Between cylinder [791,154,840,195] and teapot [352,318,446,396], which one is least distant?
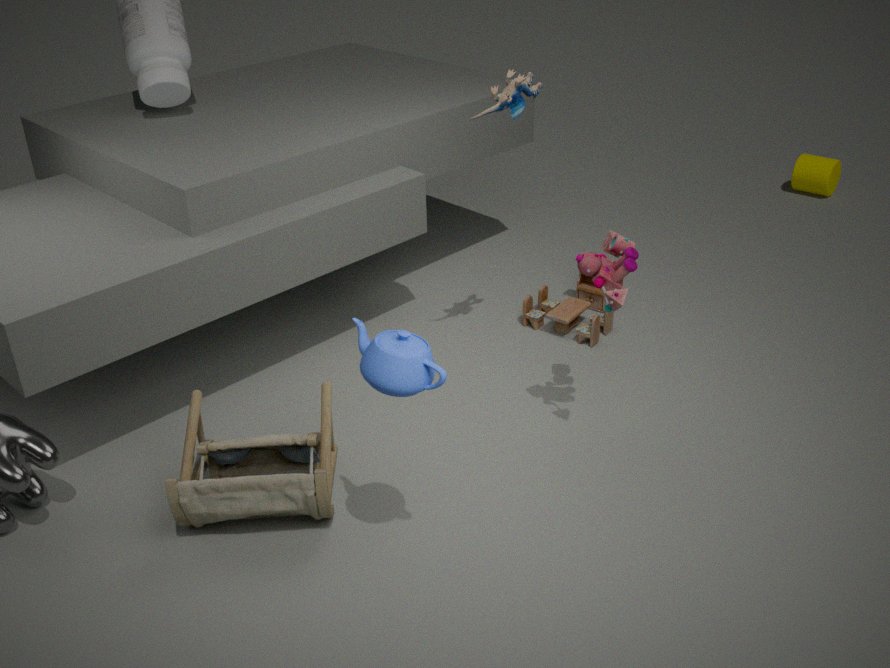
→ teapot [352,318,446,396]
